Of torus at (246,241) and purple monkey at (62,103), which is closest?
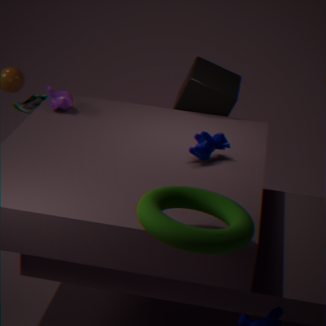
torus at (246,241)
